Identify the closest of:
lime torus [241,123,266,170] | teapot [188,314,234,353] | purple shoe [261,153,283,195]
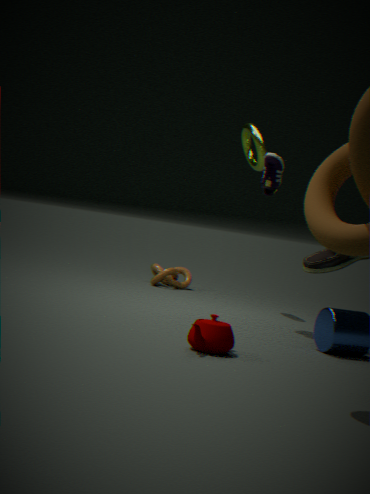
teapot [188,314,234,353]
